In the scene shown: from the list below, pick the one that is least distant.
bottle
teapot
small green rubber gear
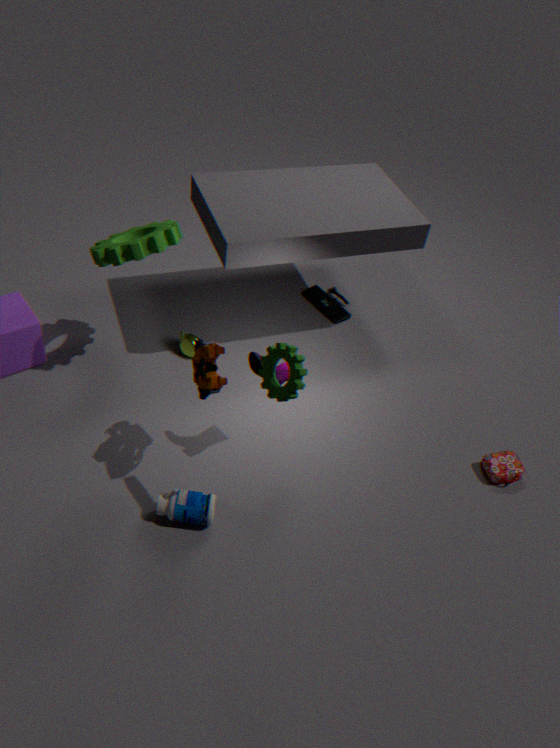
small green rubber gear
